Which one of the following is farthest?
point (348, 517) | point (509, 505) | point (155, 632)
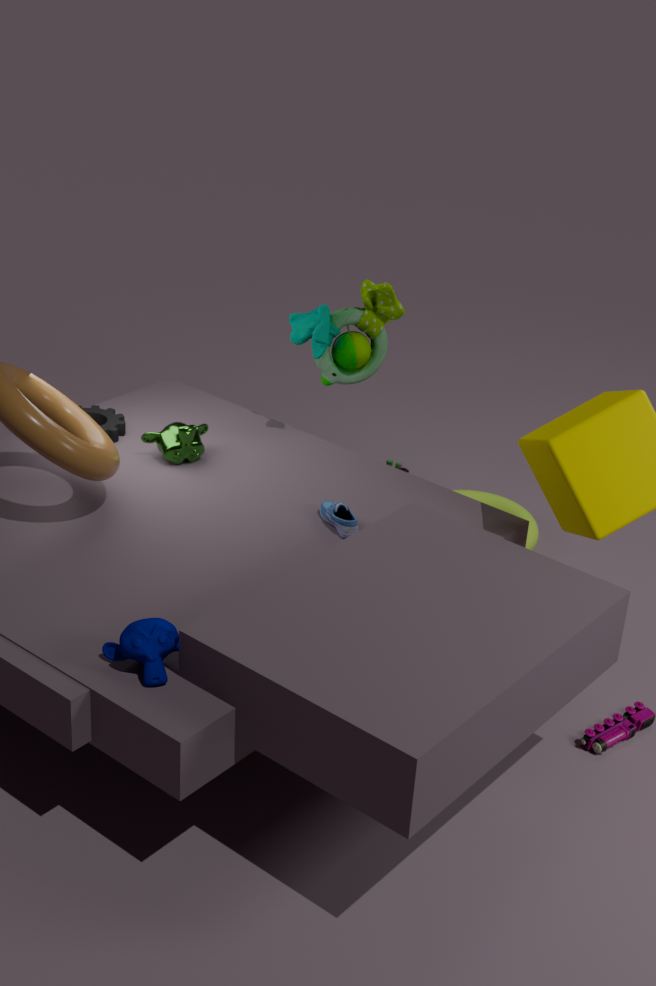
point (509, 505)
